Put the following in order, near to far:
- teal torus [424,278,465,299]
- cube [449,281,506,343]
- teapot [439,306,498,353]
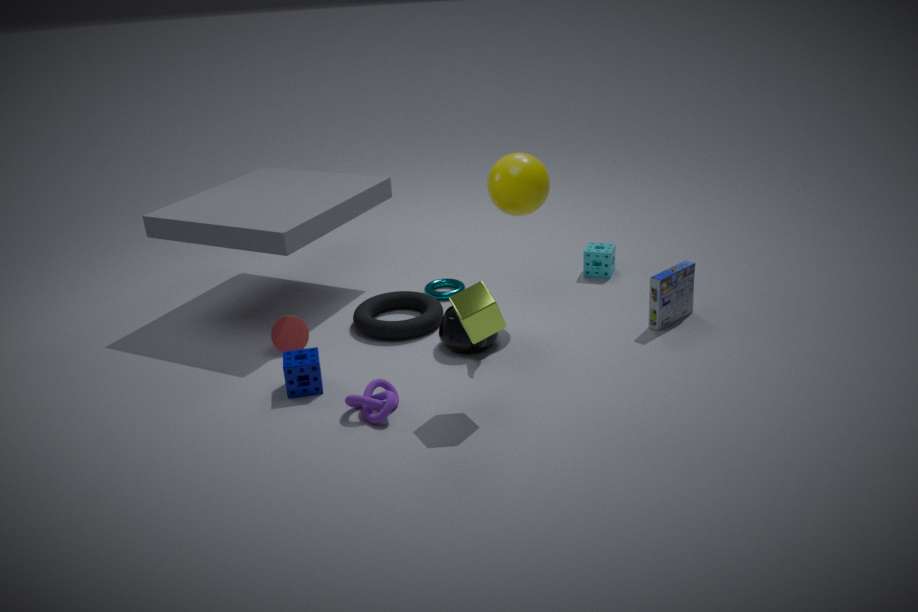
cube [449,281,506,343], teapot [439,306,498,353], teal torus [424,278,465,299]
